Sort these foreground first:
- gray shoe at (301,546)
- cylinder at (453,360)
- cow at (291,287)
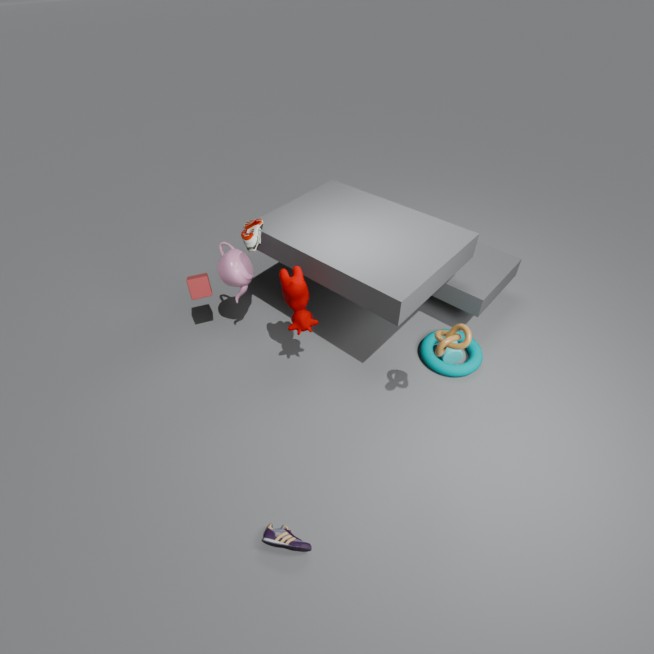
gray shoe at (301,546) → cow at (291,287) → cylinder at (453,360)
